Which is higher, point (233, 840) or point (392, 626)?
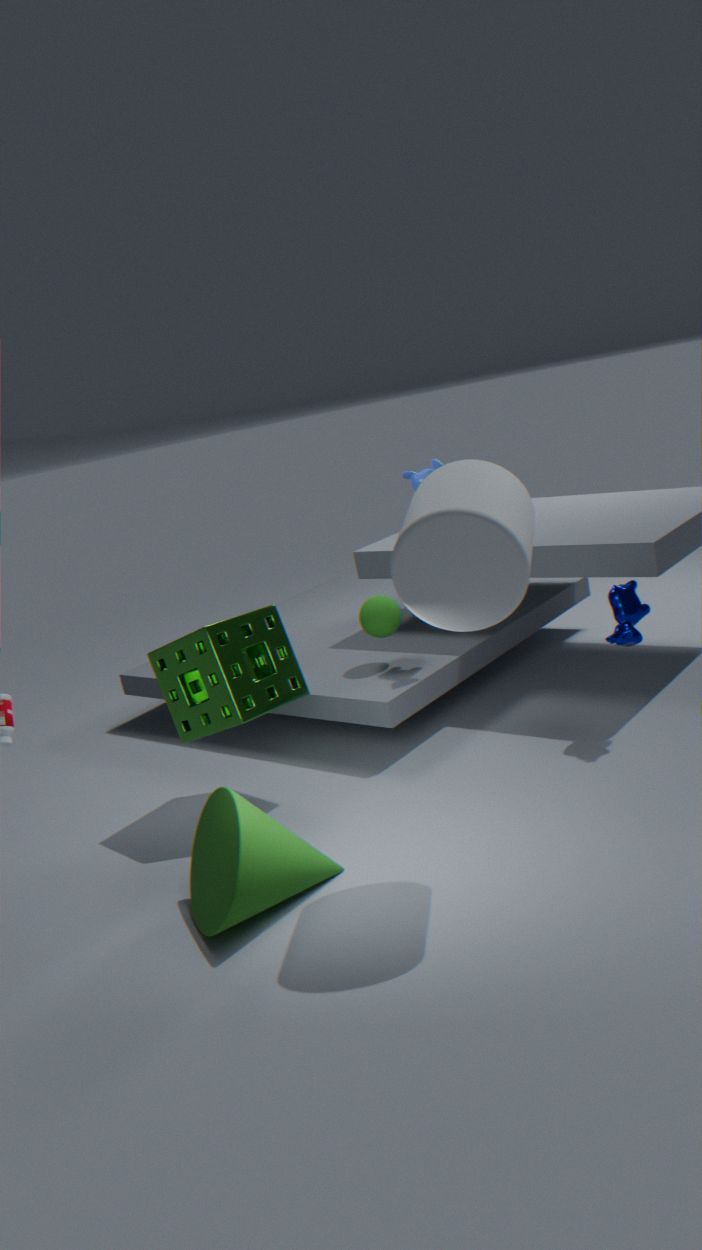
point (392, 626)
